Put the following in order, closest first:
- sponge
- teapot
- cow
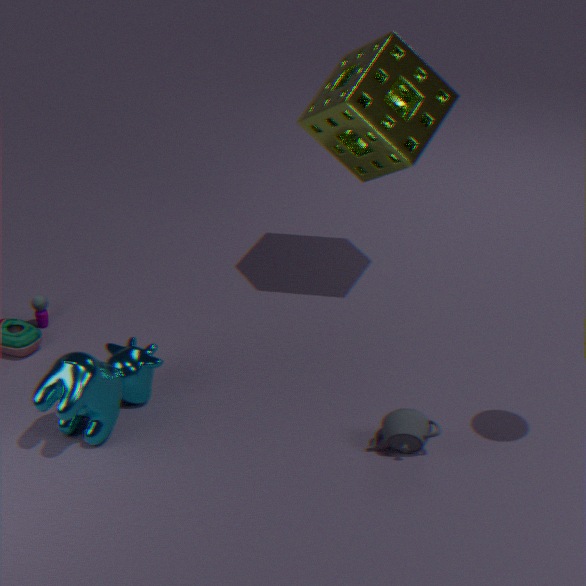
1. teapot
2. cow
3. sponge
